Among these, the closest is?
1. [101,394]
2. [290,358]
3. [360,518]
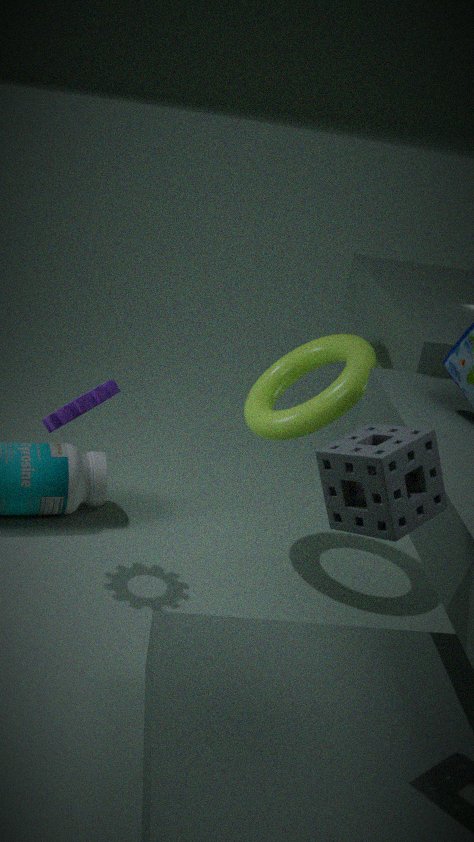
[360,518]
